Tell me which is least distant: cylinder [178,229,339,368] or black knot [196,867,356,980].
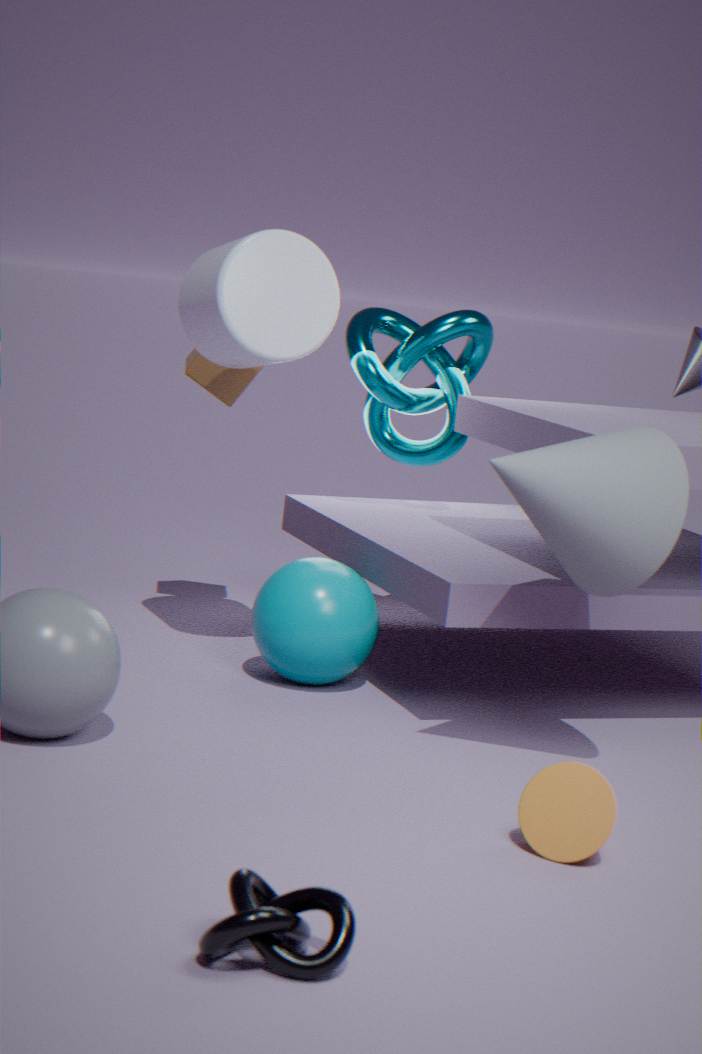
black knot [196,867,356,980]
